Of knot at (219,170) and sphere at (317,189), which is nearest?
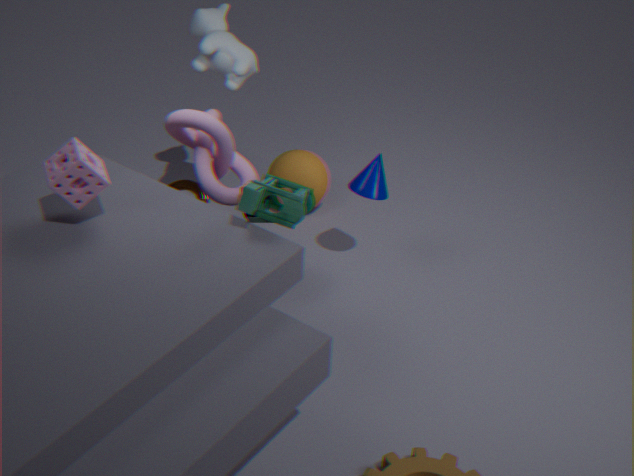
knot at (219,170)
